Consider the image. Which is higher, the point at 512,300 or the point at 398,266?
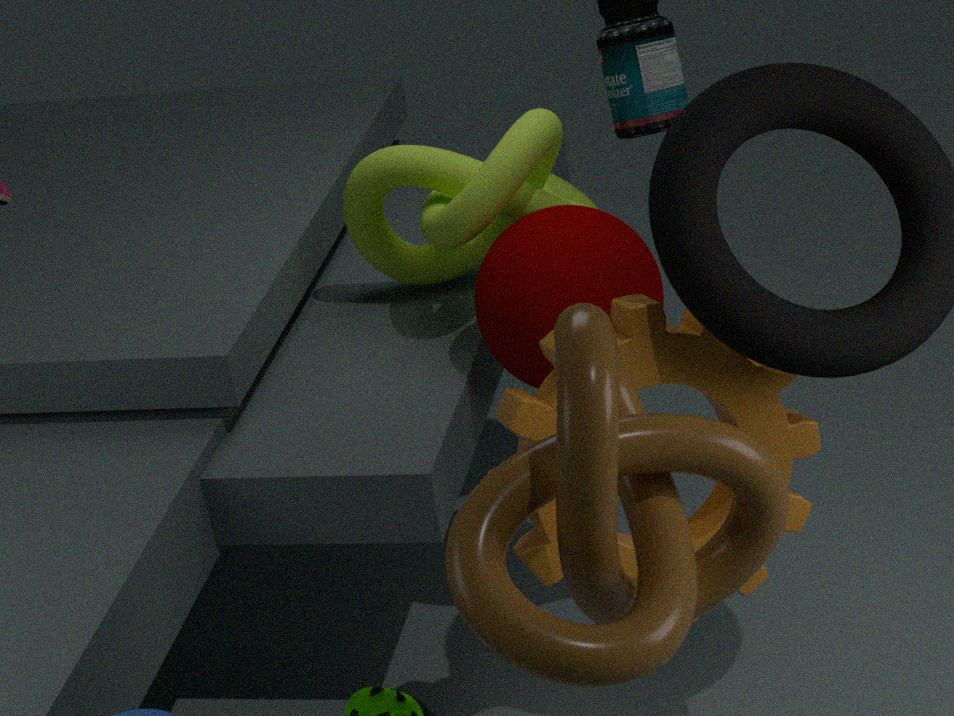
the point at 398,266
